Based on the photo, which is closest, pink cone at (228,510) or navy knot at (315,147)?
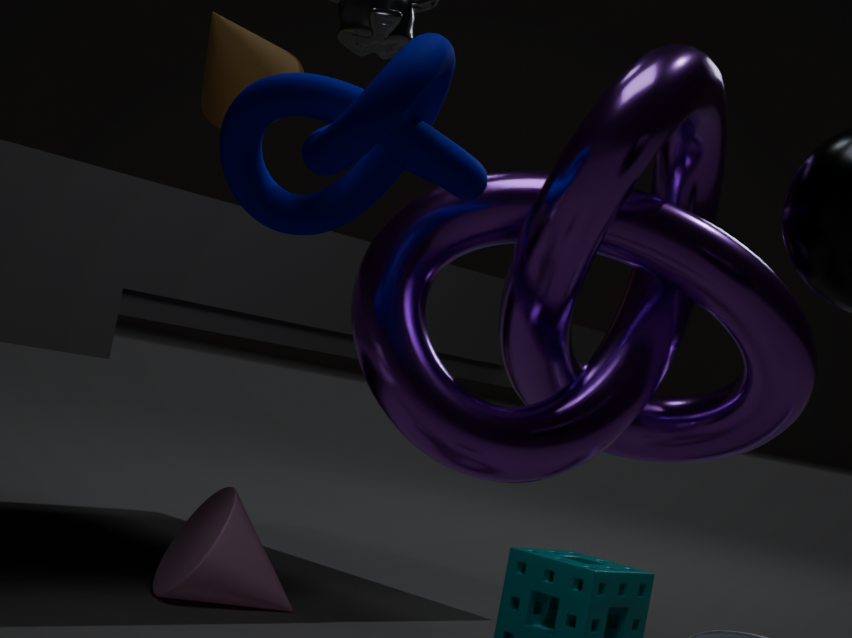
navy knot at (315,147)
